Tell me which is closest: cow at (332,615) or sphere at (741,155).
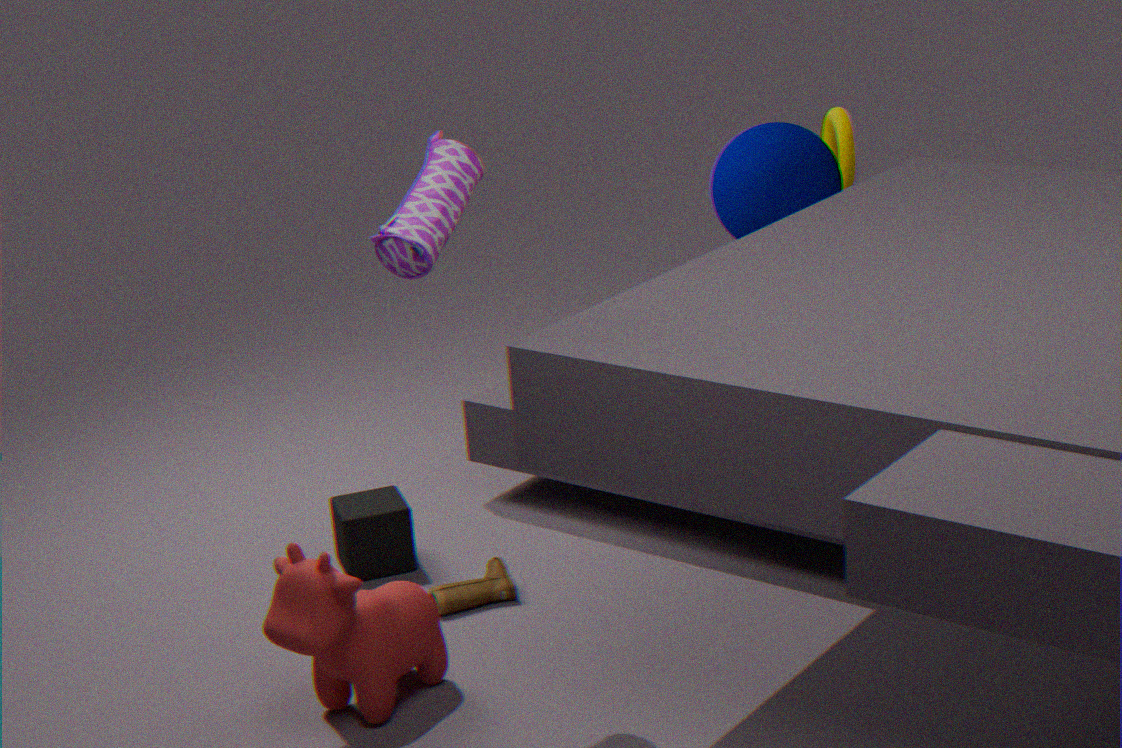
cow at (332,615)
